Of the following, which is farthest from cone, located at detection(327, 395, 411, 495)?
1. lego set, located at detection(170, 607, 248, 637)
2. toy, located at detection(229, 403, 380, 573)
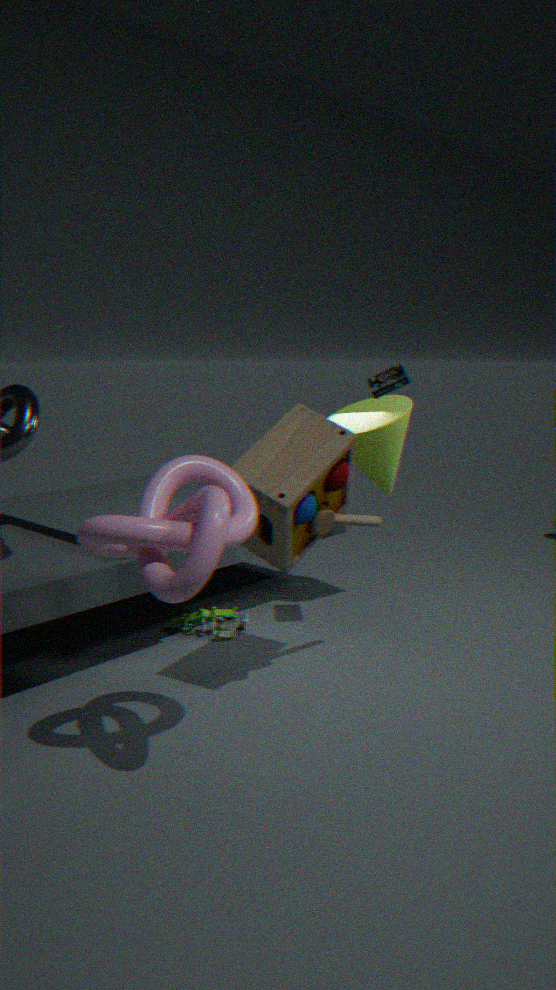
lego set, located at detection(170, 607, 248, 637)
